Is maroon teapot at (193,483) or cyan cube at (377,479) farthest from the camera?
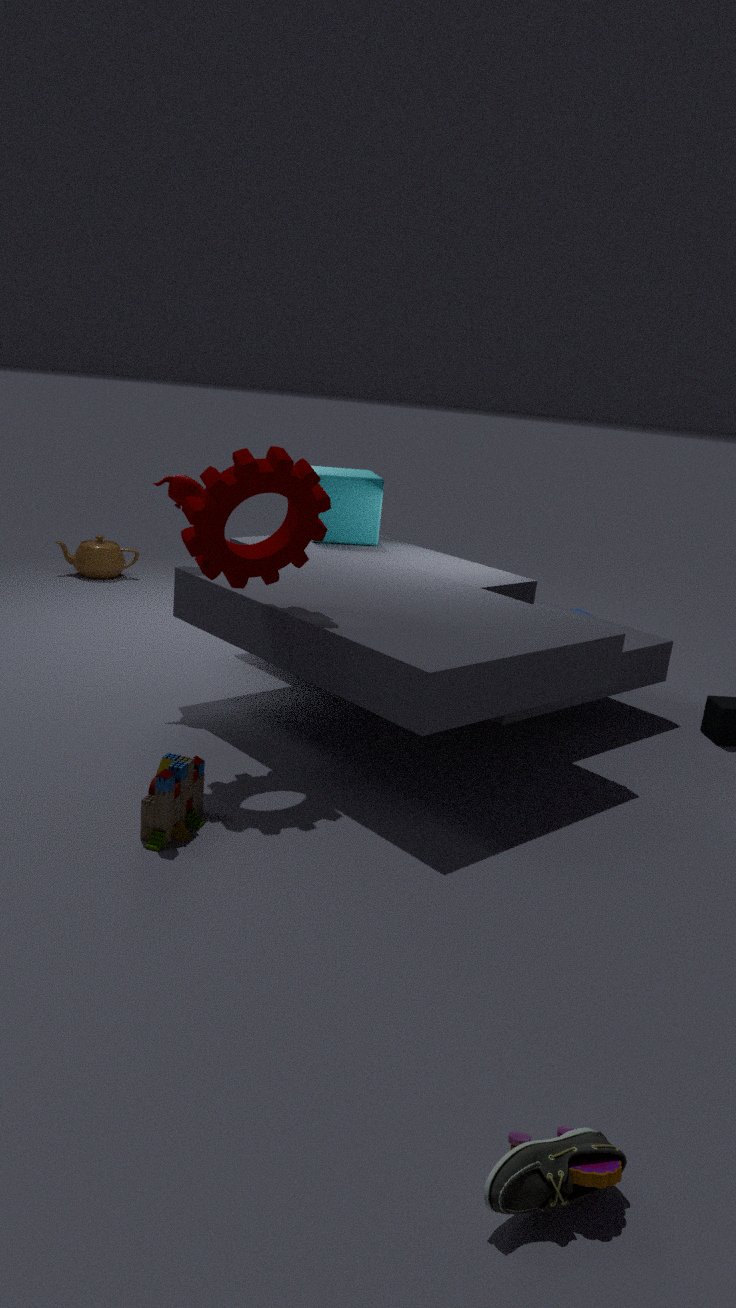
cyan cube at (377,479)
